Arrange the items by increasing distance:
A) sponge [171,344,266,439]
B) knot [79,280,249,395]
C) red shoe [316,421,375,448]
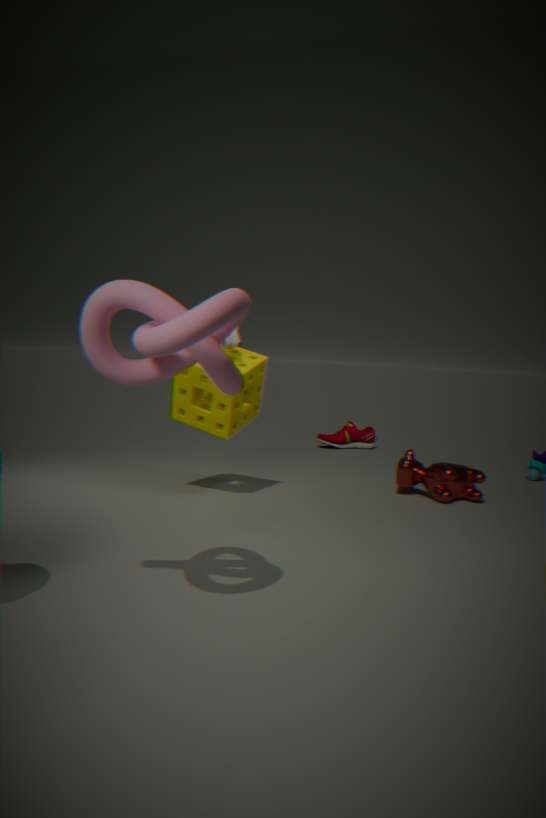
B. knot [79,280,249,395]
A. sponge [171,344,266,439]
C. red shoe [316,421,375,448]
